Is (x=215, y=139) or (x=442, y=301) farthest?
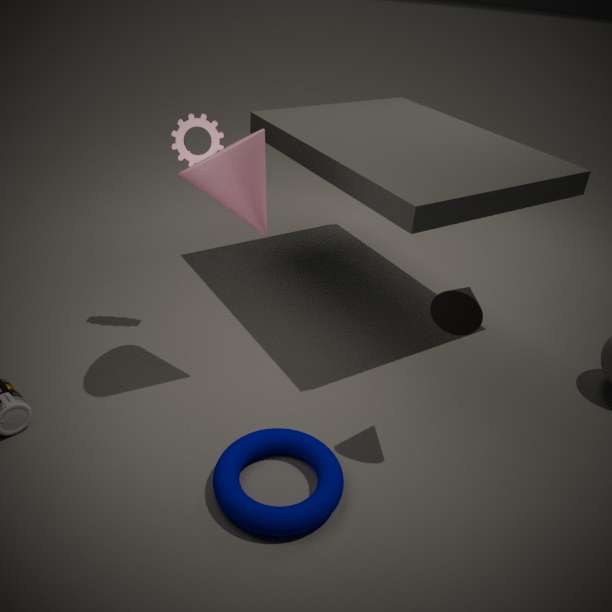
(x=215, y=139)
